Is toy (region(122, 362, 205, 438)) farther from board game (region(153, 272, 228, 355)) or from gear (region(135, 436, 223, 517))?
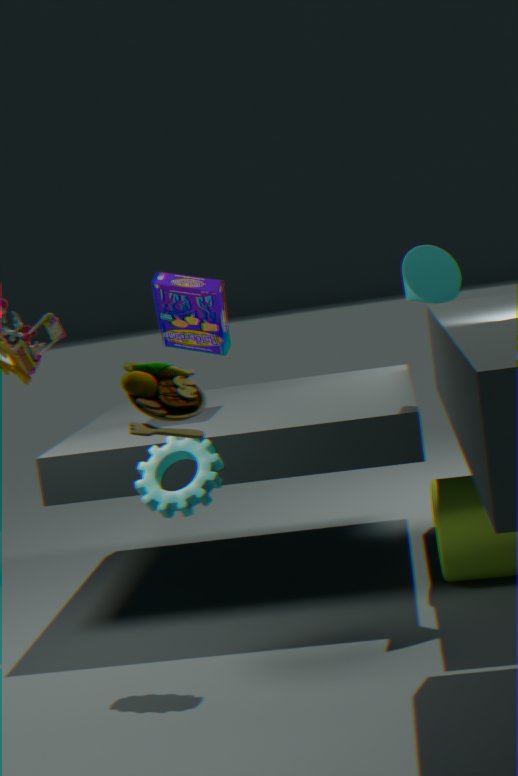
board game (region(153, 272, 228, 355))
